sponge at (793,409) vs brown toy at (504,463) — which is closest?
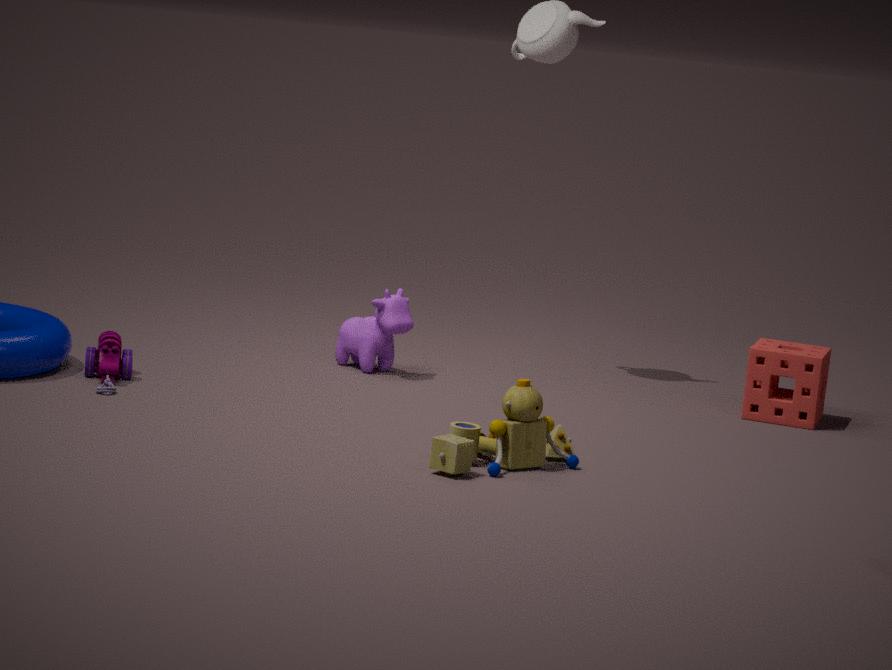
brown toy at (504,463)
